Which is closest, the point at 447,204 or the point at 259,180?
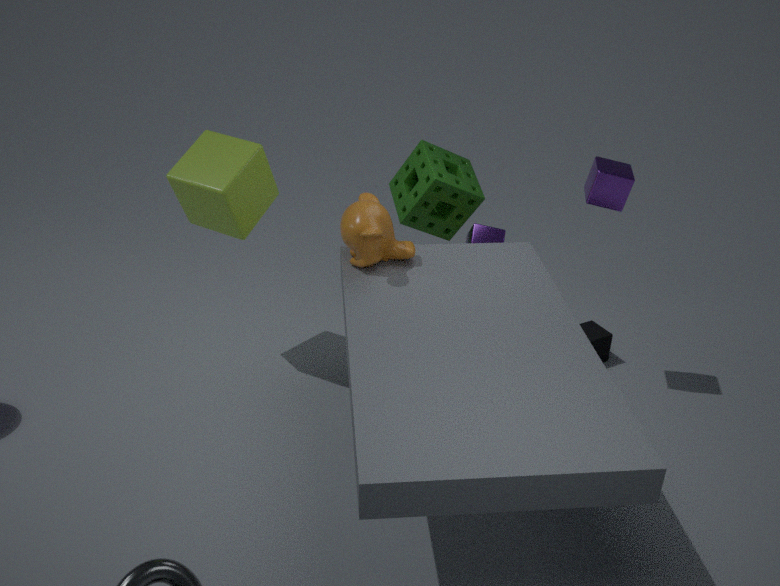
the point at 259,180
